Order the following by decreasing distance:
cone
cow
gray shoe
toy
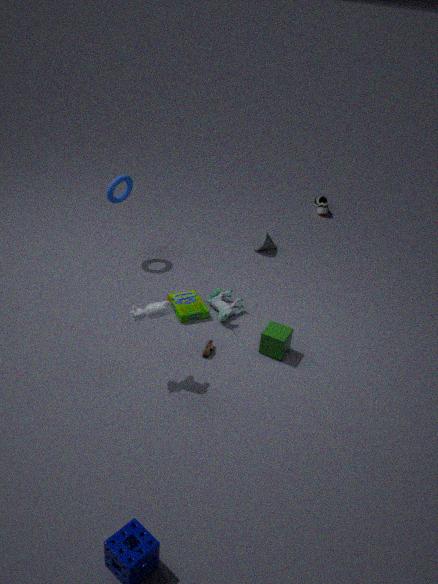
1. gray shoe
2. cone
3. toy
4. cow
